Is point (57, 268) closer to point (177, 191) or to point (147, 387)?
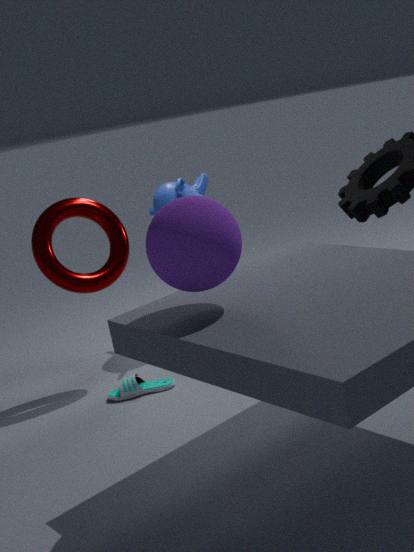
point (177, 191)
